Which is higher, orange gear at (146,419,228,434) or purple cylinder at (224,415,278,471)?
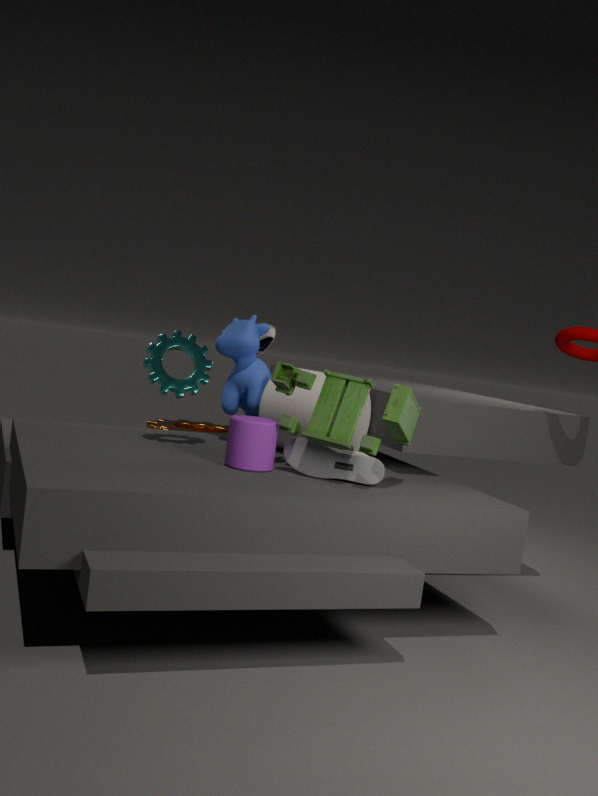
purple cylinder at (224,415,278,471)
